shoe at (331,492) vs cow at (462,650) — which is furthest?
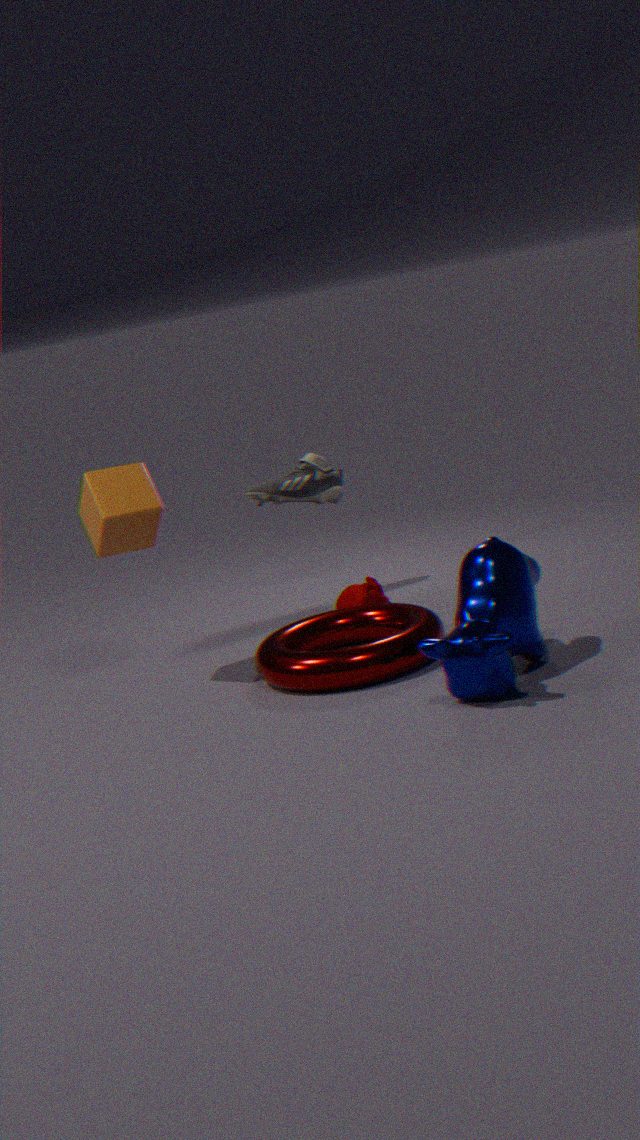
shoe at (331,492)
